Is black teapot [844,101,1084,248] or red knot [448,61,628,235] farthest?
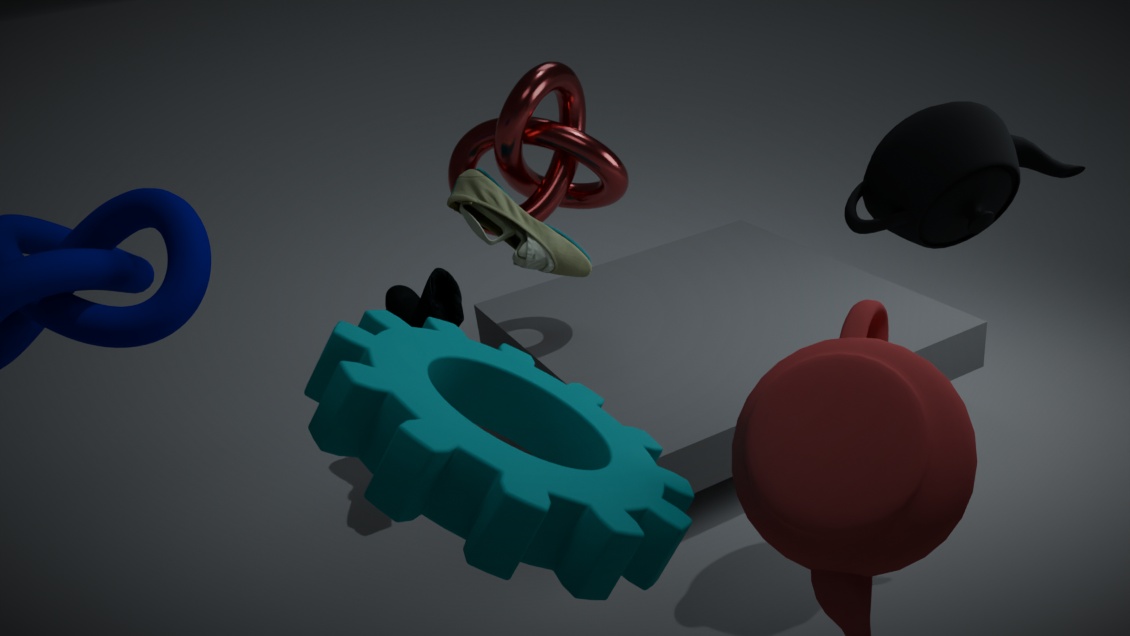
red knot [448,61,628,235]
